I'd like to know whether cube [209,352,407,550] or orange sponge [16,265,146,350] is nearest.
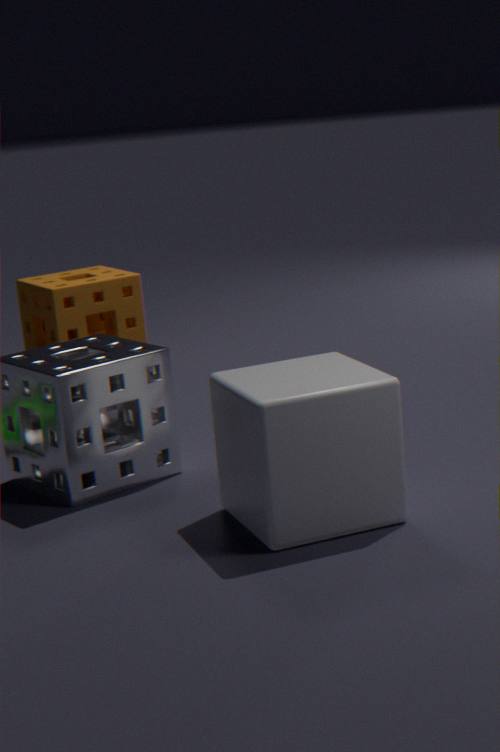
cube [209,352,407,550]
